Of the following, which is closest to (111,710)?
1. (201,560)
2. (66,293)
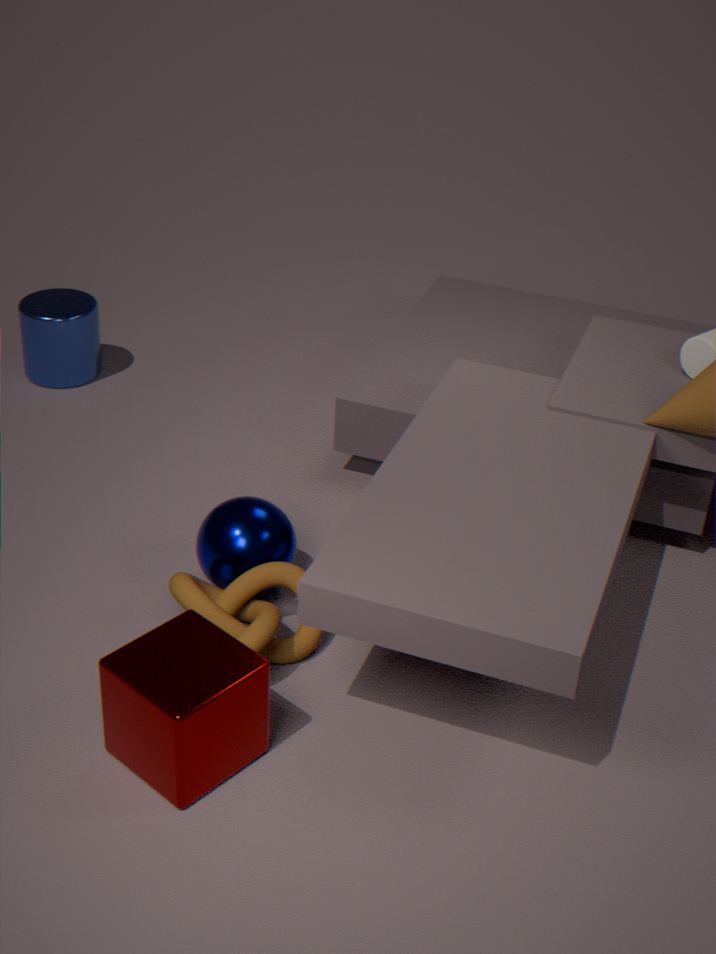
(201,560)
